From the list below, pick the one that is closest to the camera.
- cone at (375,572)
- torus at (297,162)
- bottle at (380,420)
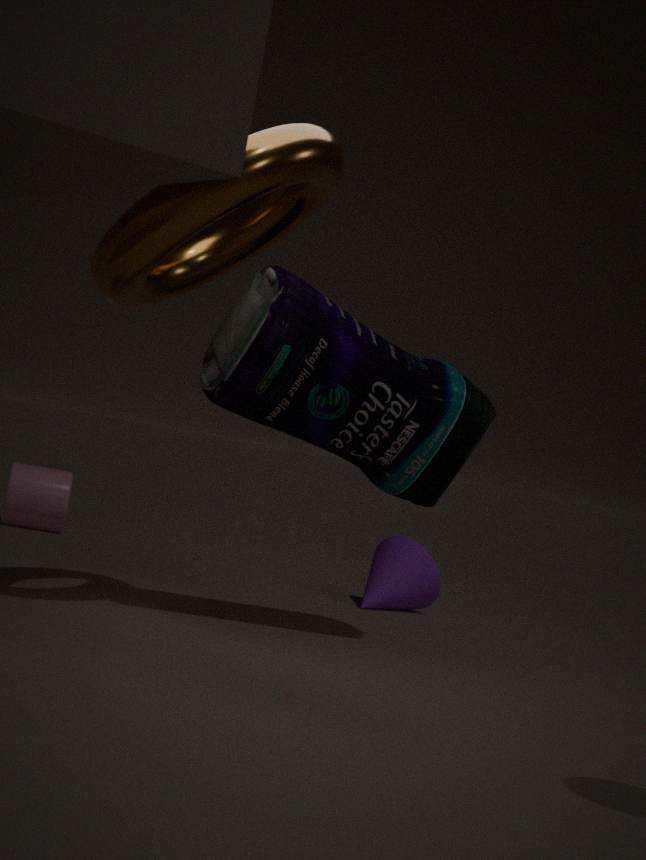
torus at (297,162)
